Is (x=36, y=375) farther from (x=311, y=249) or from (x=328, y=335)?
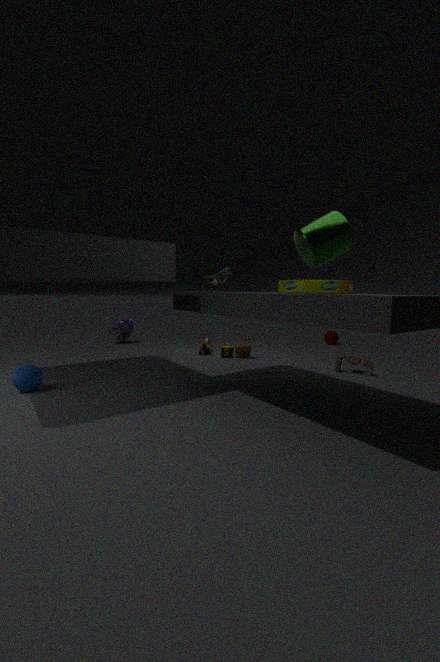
(x=328, y=335)
